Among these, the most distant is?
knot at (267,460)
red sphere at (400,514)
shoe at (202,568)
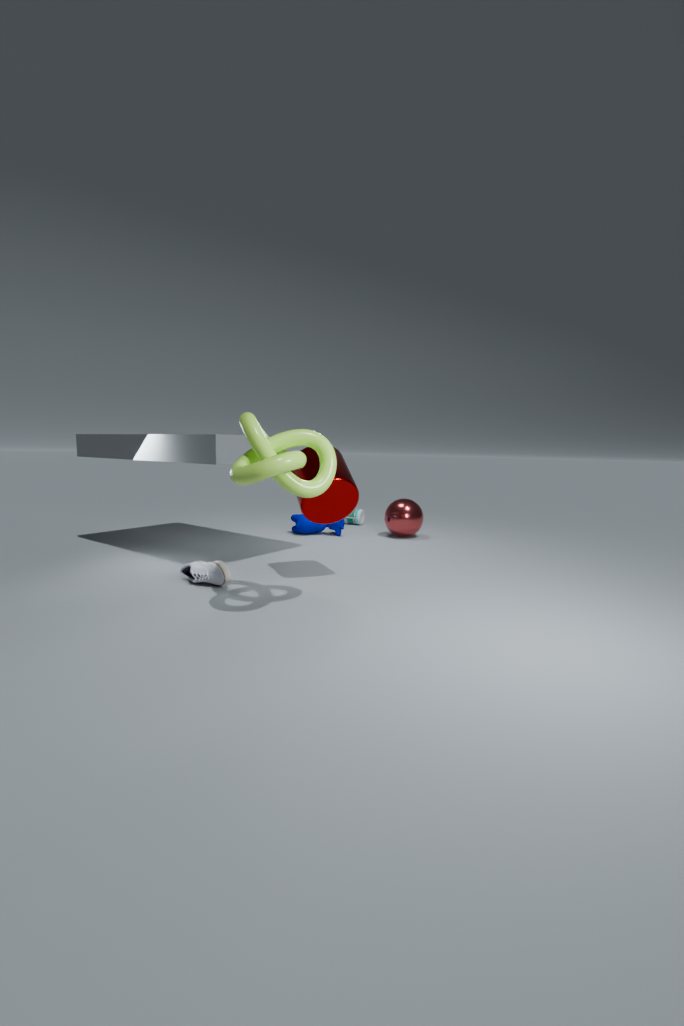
red sphere at (400,514)
